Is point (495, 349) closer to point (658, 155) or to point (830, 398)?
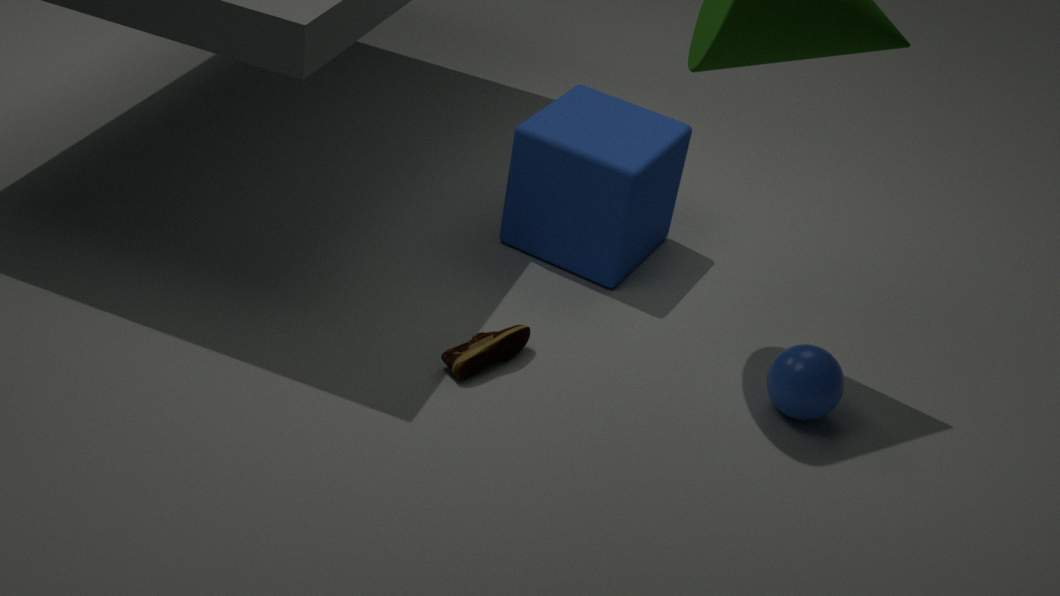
point (658, 155)
